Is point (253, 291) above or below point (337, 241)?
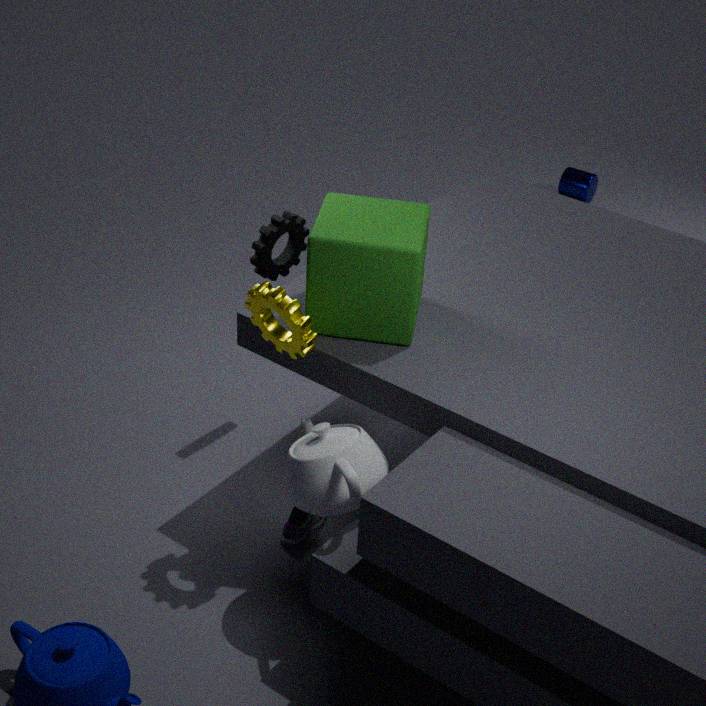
below
